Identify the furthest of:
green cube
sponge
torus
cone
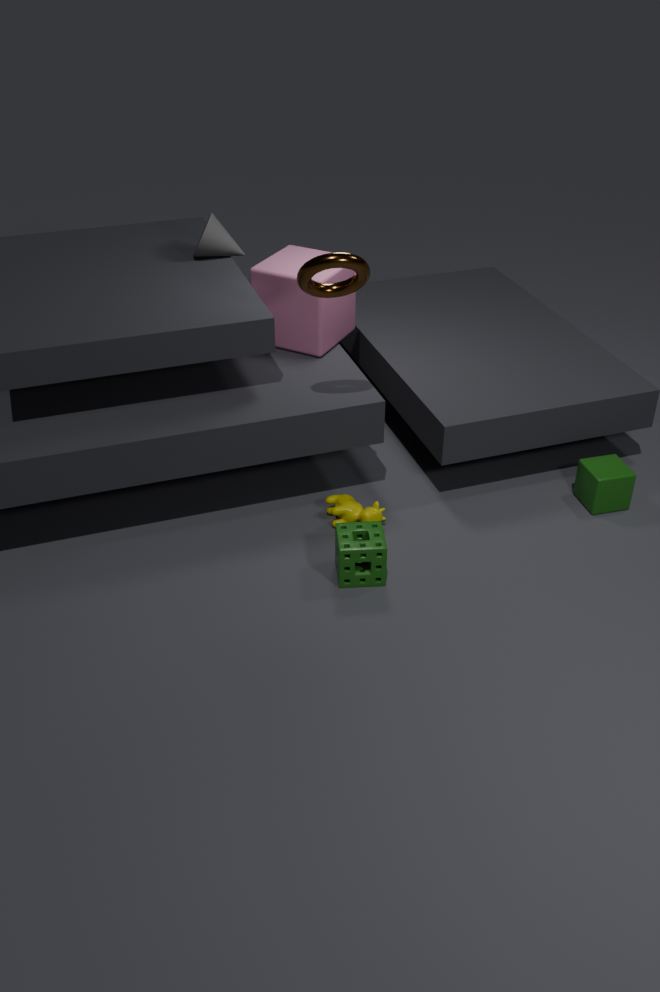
cone
